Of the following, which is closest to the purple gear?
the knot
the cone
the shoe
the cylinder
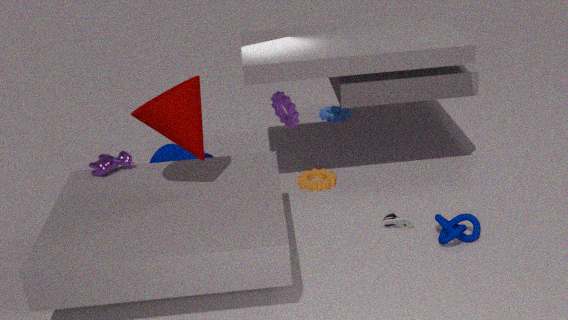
the cylinder
